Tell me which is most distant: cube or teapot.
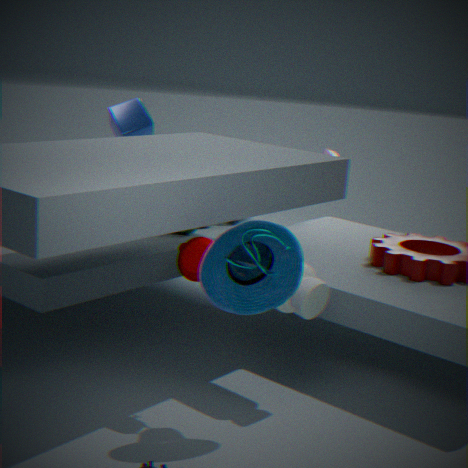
cube
